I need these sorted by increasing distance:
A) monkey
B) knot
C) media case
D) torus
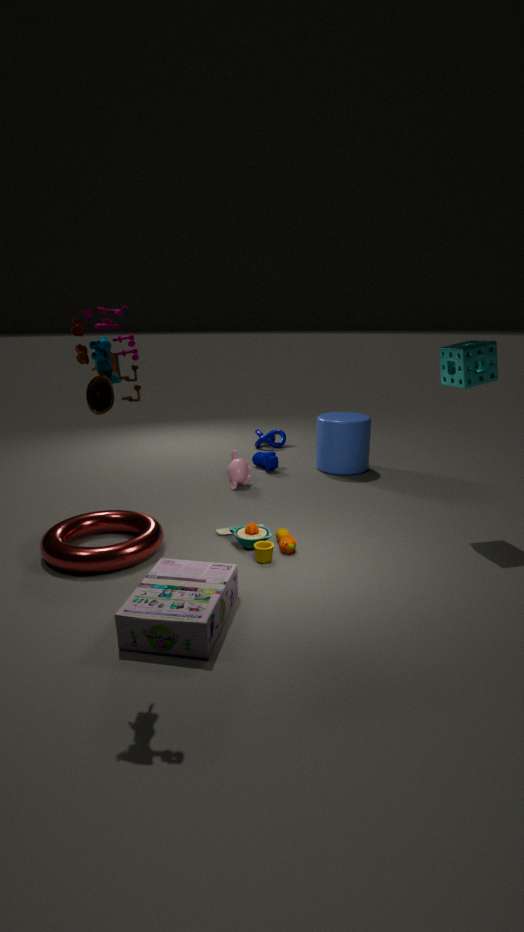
media case
torus
monkey
knot
